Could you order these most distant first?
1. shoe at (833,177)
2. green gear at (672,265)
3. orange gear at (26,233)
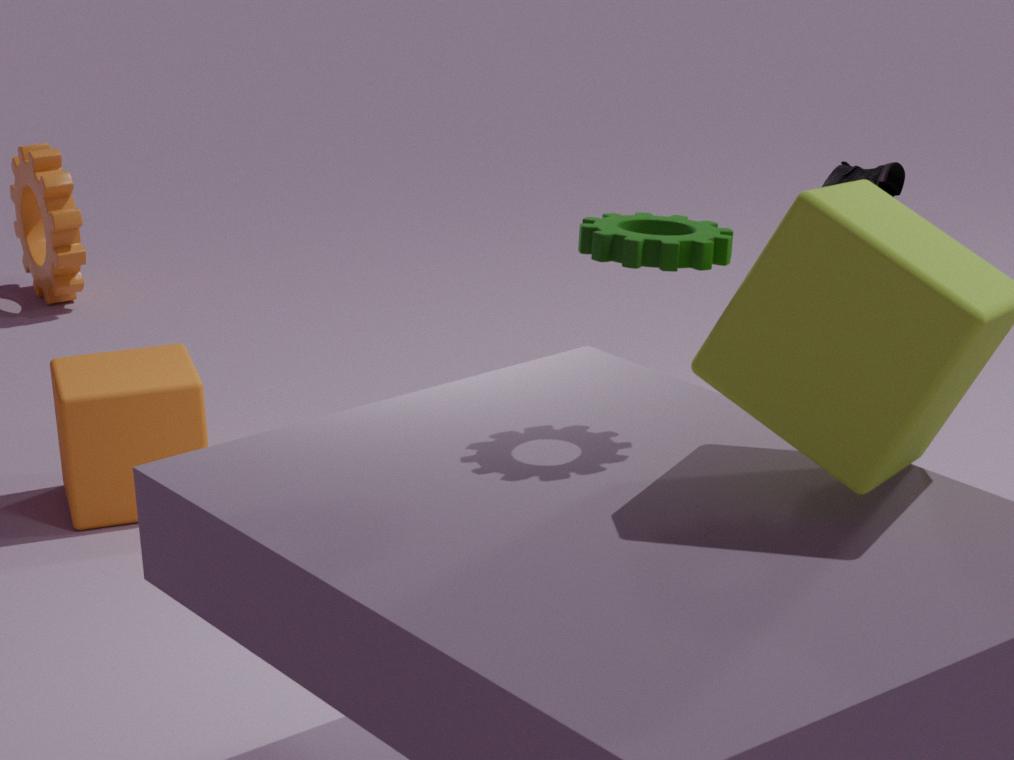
1. orange gear at (26,233)
2. shoe at (833,177)
3. green gear at (672,265)
